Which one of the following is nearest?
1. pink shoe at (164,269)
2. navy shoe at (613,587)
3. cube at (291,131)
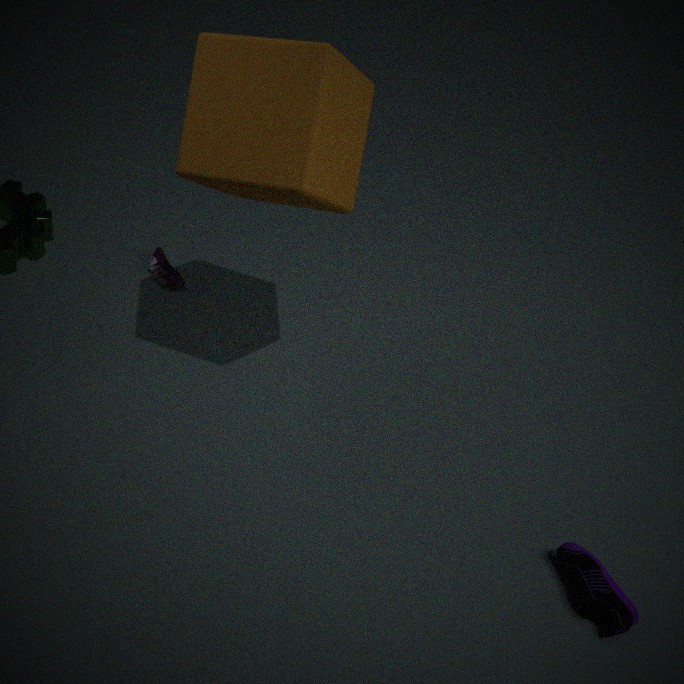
cube at (291,131)
